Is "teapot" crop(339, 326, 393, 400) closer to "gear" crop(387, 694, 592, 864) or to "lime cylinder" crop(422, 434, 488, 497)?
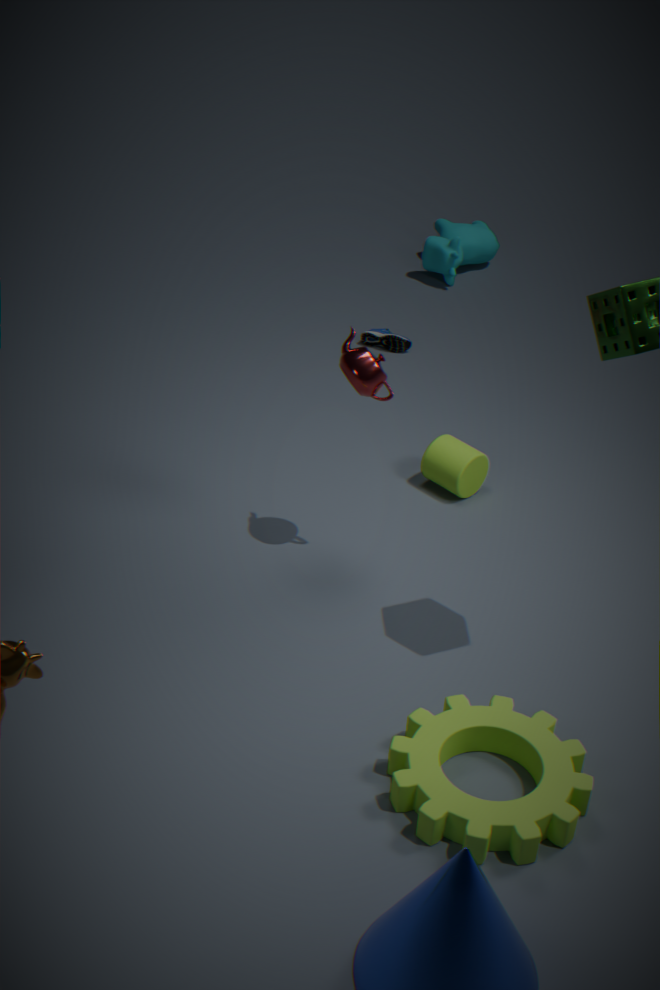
"lime cylinder" crop(422, 434, 488, 497)
